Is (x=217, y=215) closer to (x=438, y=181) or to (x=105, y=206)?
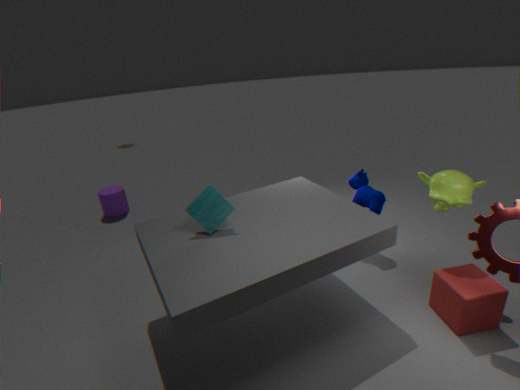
(x=438, y=181)
